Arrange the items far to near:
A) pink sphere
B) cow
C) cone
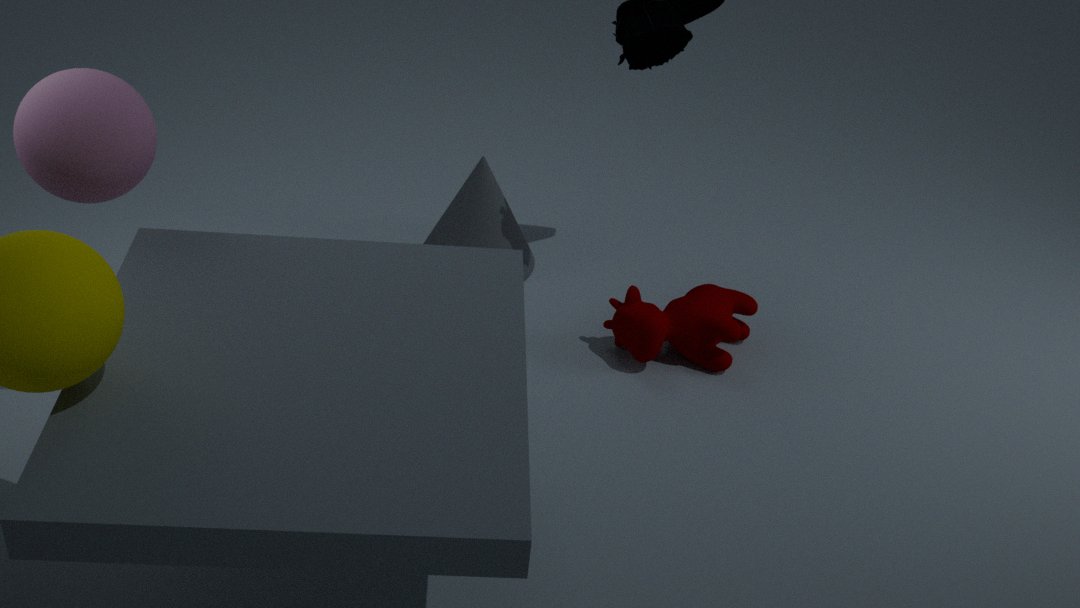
cone
cow
pink sphere
